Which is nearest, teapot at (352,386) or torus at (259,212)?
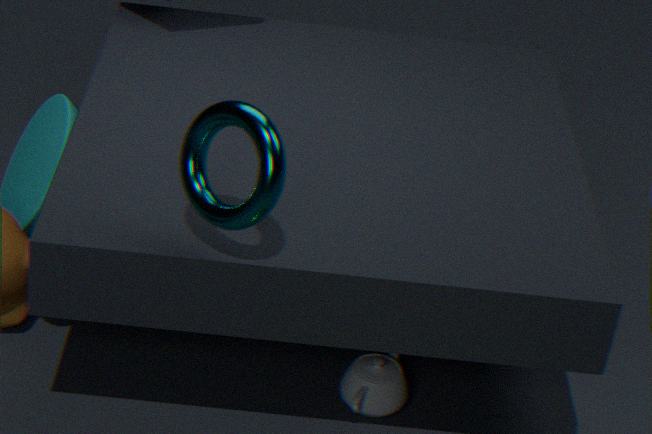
torus at (259,212)
